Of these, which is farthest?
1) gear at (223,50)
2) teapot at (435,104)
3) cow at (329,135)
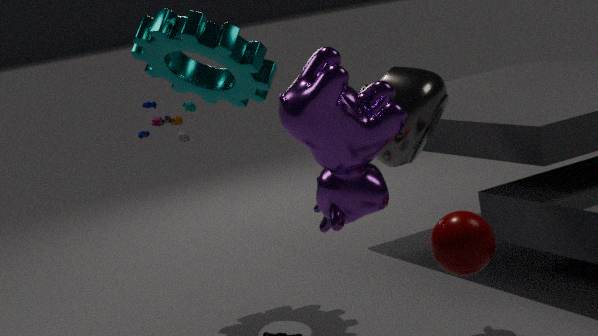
1. gear at (223,50)
